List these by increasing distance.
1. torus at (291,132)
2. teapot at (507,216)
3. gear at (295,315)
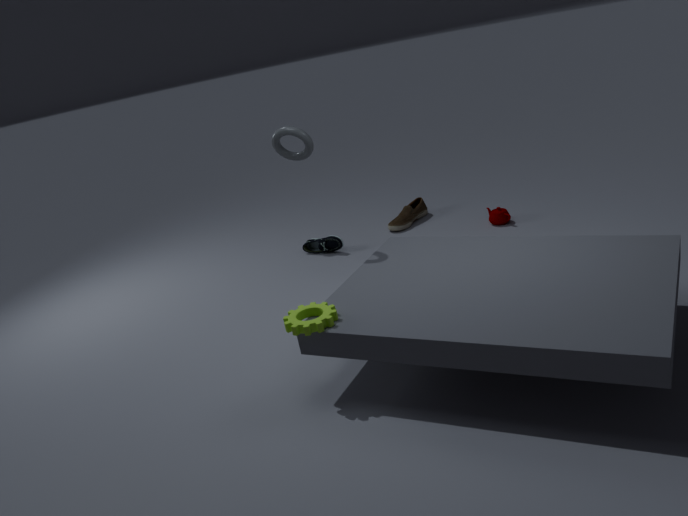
gear at (295,315) < torus at (291,132) < teapot at (507,216)
